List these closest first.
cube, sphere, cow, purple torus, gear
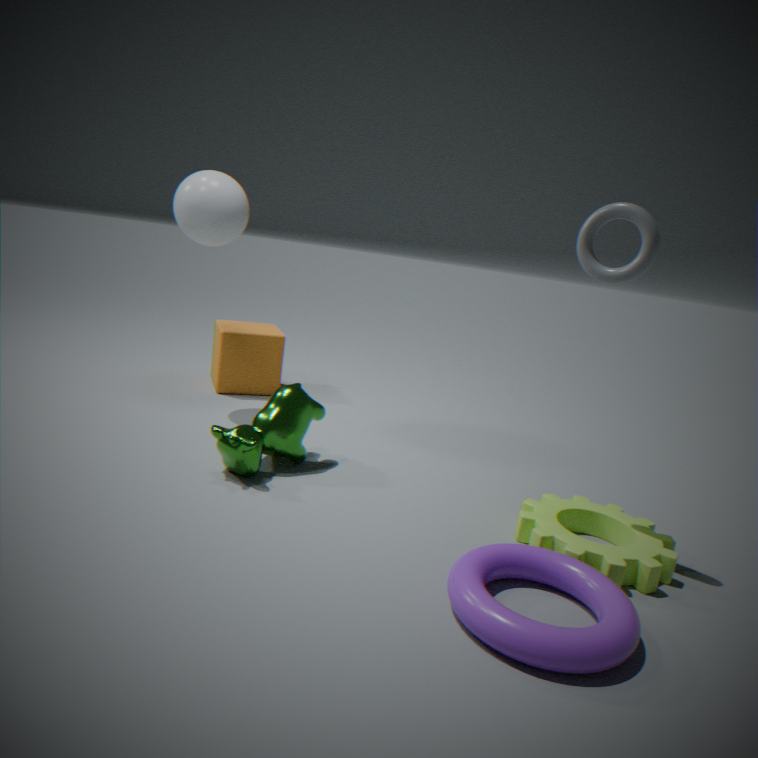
purple torus → gear → cow → sphere → cube
